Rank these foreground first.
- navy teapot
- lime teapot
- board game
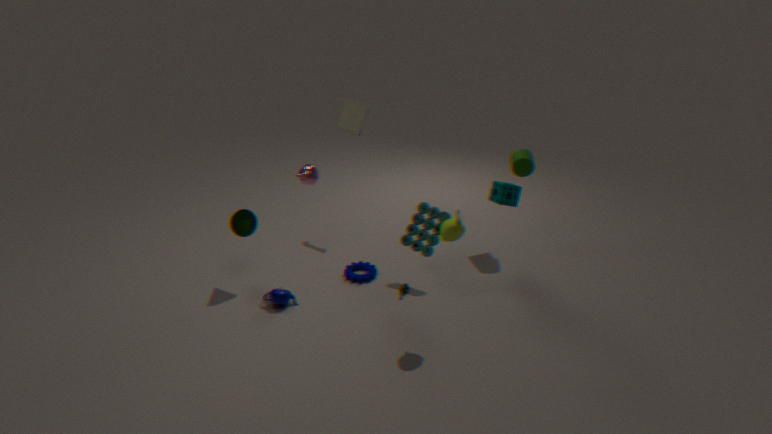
lime teapot
navy teapot
board game
